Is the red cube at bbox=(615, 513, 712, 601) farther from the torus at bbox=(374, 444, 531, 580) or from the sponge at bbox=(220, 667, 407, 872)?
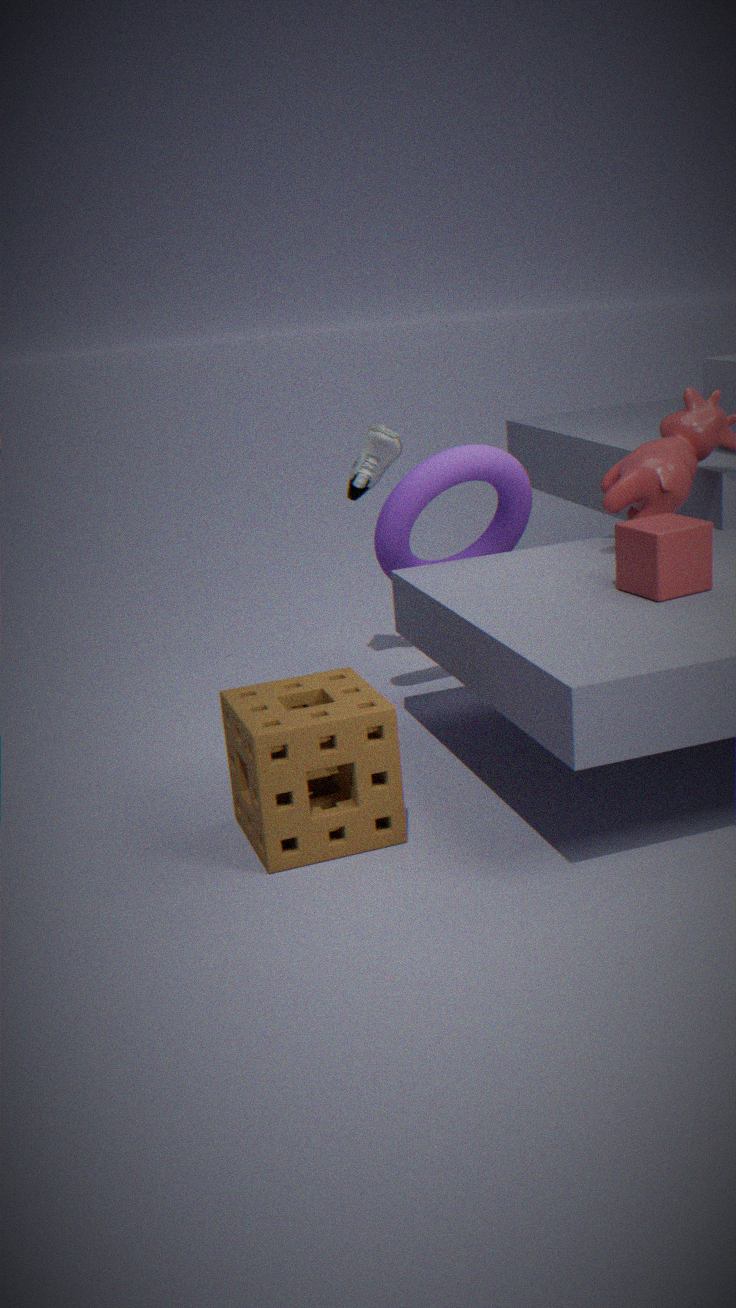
the sponge at bbox=(220, 667, 407, 872)
